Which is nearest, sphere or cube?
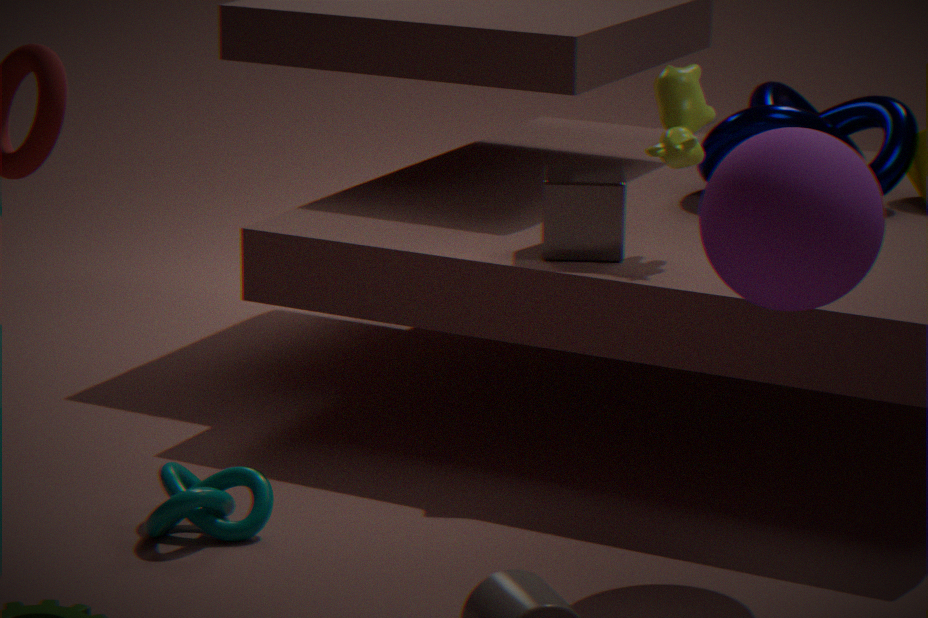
sphere
